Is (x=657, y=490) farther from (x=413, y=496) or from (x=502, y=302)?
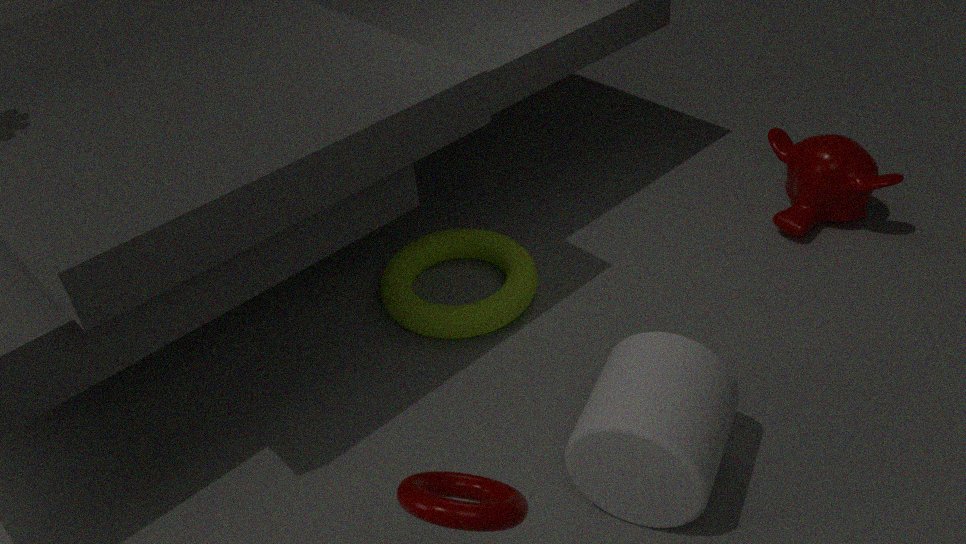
(x=502, y=302)
